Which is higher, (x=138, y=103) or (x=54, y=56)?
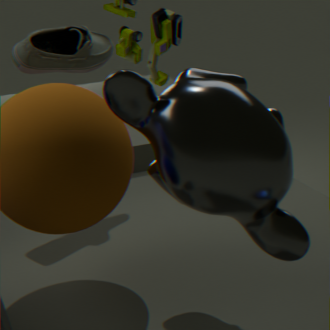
(x=54, y=56)
